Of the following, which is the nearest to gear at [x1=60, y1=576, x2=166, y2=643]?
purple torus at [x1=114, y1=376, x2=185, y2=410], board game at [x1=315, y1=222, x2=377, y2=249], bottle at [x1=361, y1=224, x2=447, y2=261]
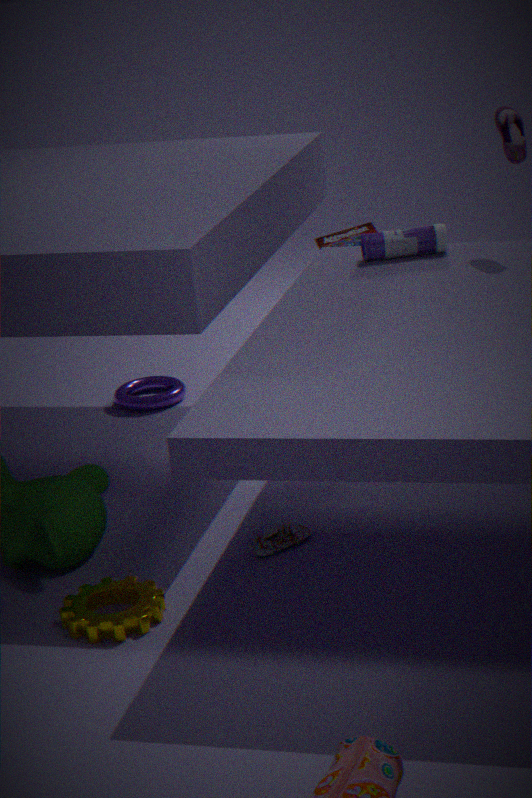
bottle at [x1=361, y1=224, x2=447, y2=261]
